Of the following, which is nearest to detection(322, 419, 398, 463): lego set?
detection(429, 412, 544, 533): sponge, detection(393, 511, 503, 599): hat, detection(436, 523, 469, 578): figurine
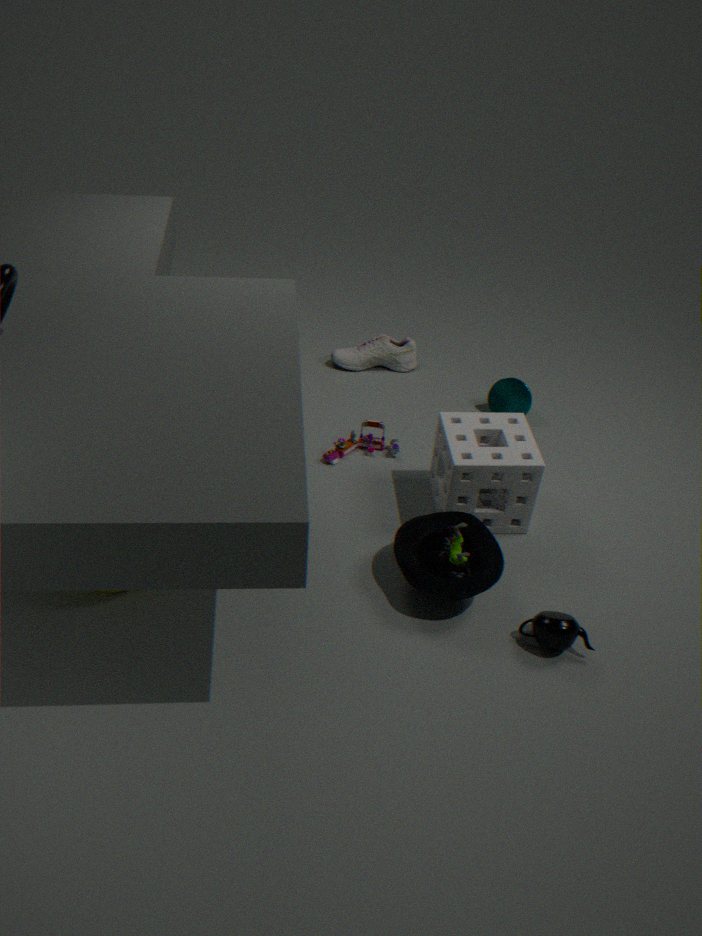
detection(429, 412, 544, 533): sponge
